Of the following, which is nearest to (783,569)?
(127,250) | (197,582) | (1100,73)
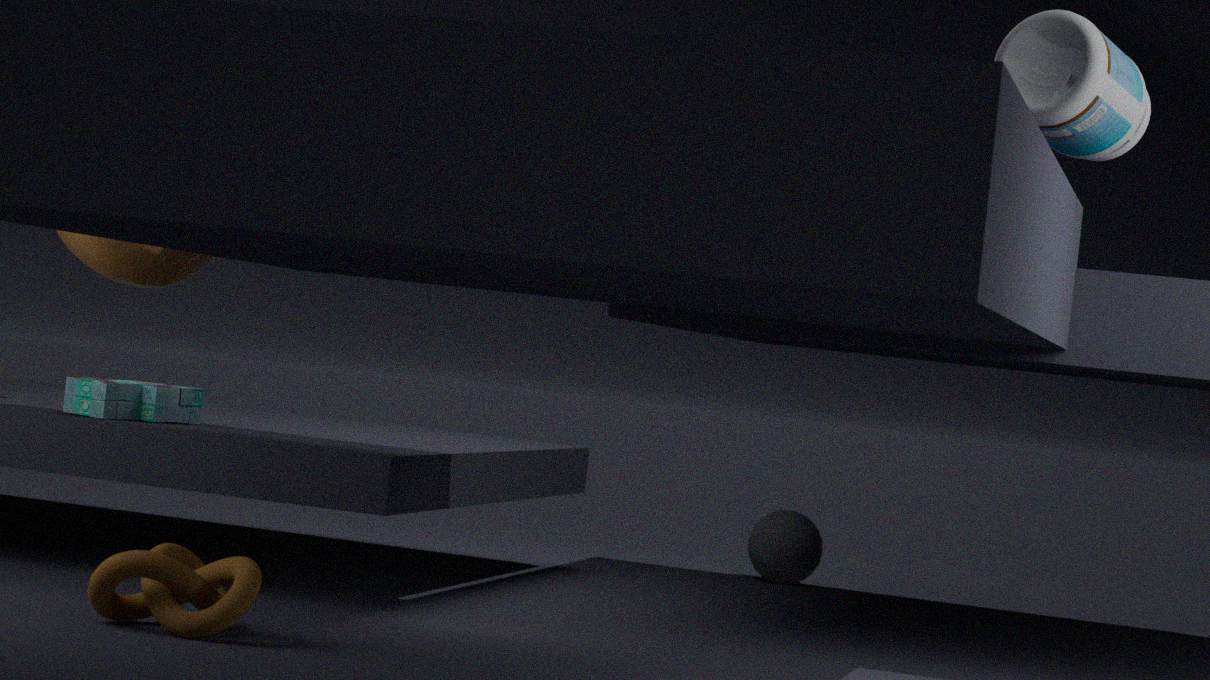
(127,250)
